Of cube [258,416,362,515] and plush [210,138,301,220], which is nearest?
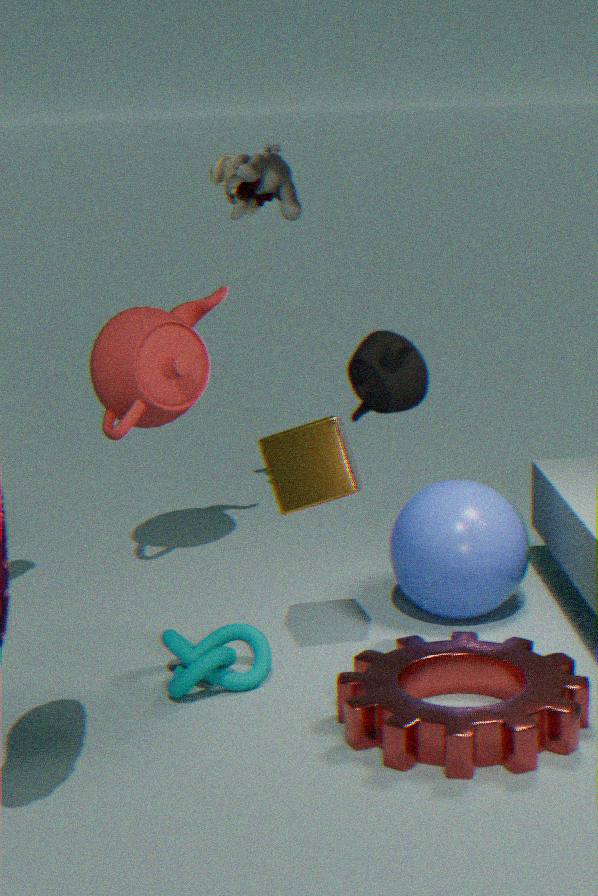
A: cube [258,416,362,515]
